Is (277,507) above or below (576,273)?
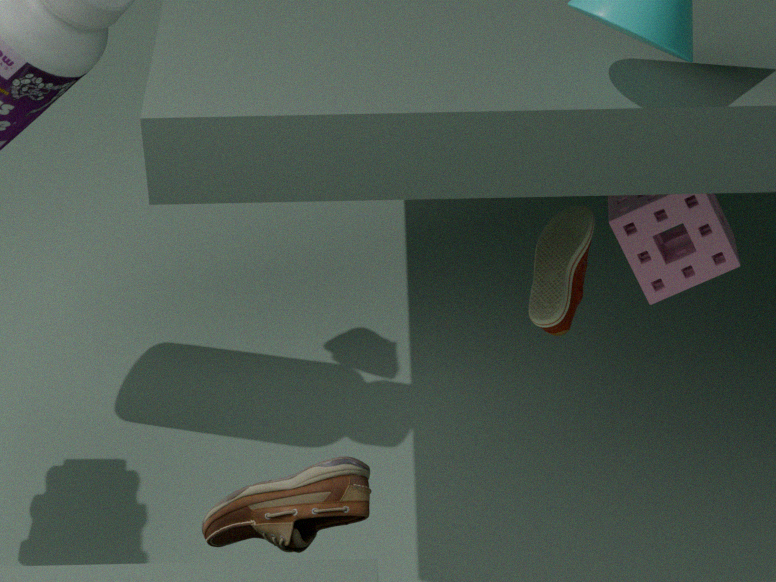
above
